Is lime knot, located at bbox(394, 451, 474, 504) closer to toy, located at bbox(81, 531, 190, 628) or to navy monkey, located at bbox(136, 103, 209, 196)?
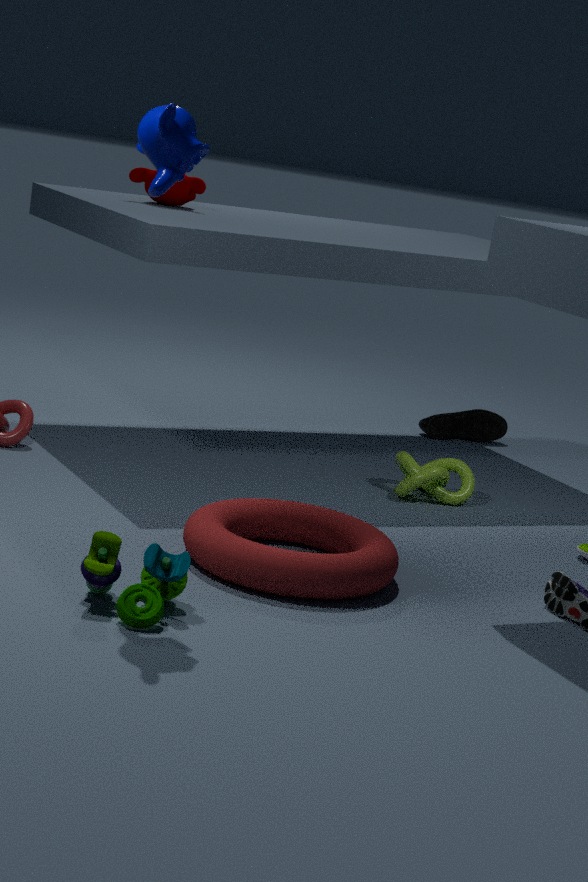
toy, located at bbox(81, 531, 190, 628)
